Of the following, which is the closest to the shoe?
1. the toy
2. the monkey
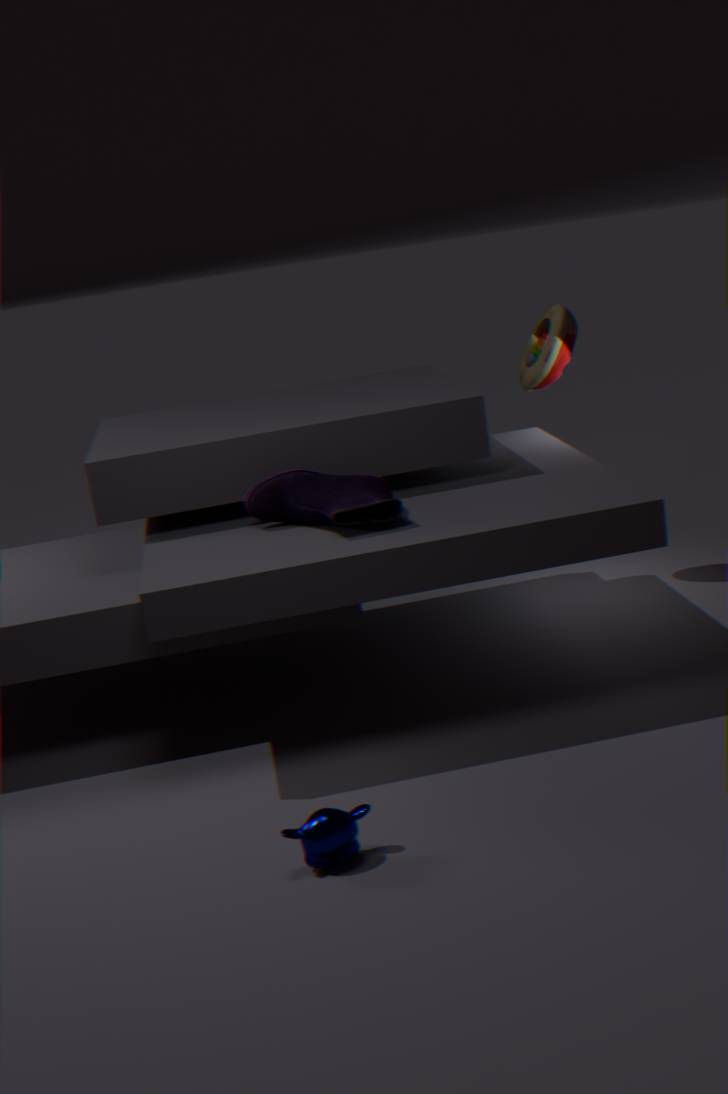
the monkey
